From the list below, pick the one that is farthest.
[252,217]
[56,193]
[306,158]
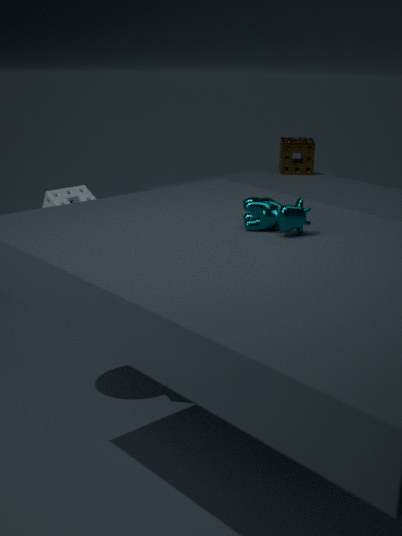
[306,158]
